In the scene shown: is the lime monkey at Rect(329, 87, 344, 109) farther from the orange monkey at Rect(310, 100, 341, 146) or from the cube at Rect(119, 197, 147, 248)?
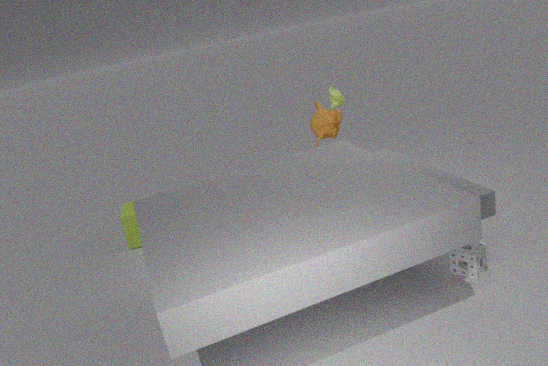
the cube at Rect(119, 197, 147, 248)
